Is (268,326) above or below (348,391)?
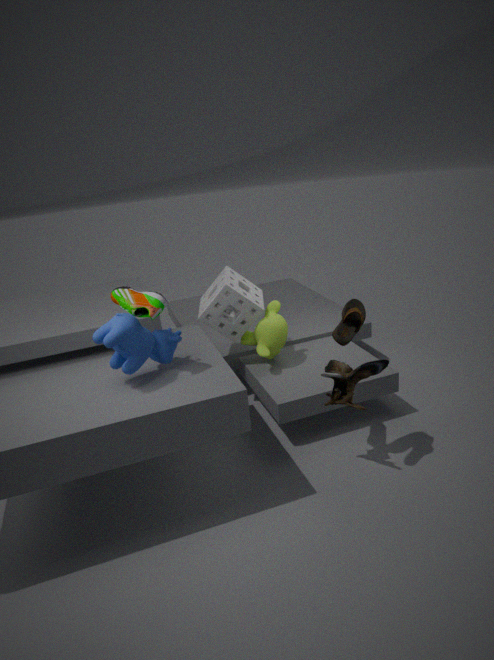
above
